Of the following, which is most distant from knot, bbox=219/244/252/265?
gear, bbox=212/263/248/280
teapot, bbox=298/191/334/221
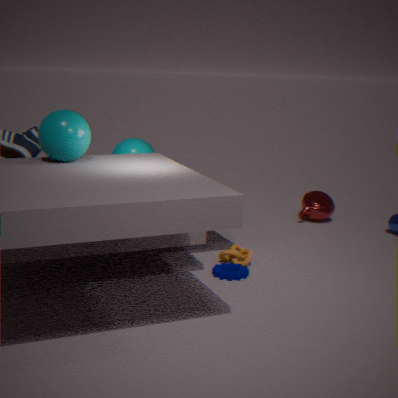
teapot, bbox=298/191/334/221
